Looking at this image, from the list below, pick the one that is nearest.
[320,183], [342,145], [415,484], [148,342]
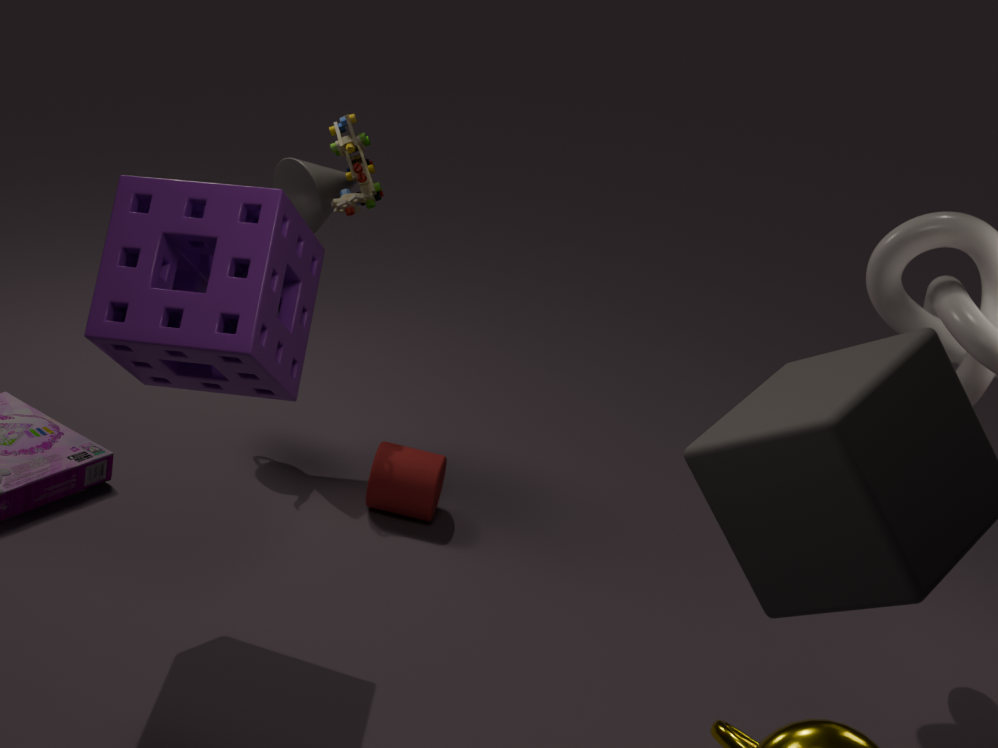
[148,342]
